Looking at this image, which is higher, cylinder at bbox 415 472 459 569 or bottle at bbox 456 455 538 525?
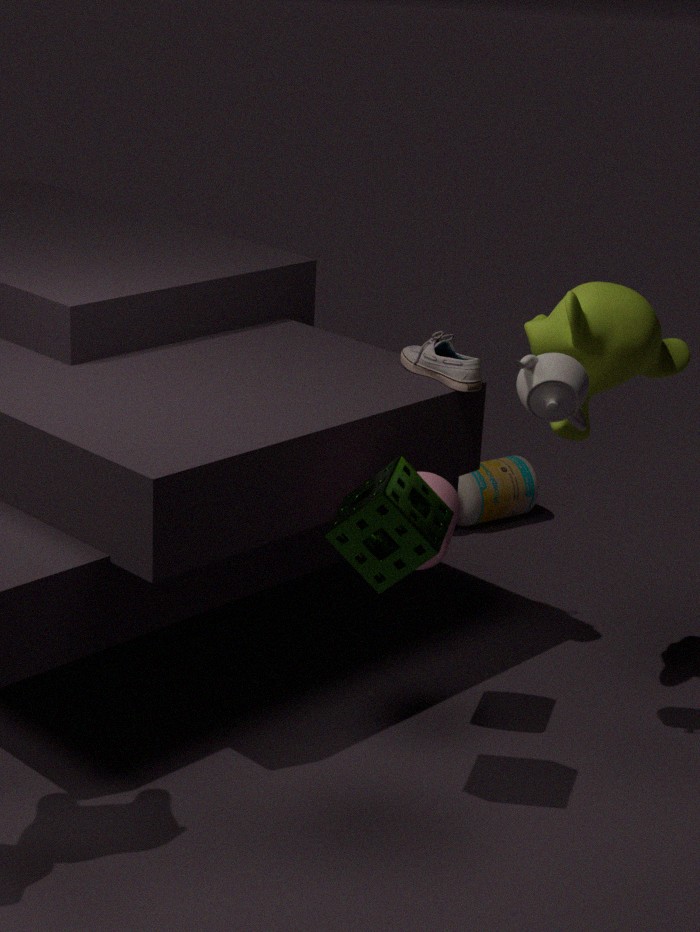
cylinder at bbox 415 472 459 569
